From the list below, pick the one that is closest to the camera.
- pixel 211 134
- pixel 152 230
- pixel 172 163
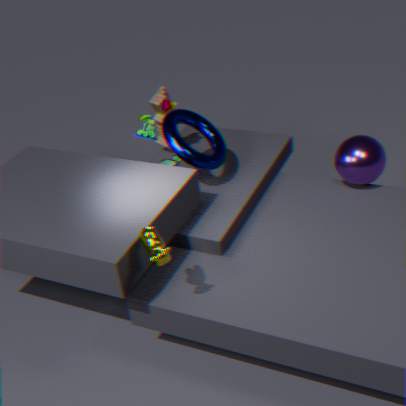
pixel 152 230
